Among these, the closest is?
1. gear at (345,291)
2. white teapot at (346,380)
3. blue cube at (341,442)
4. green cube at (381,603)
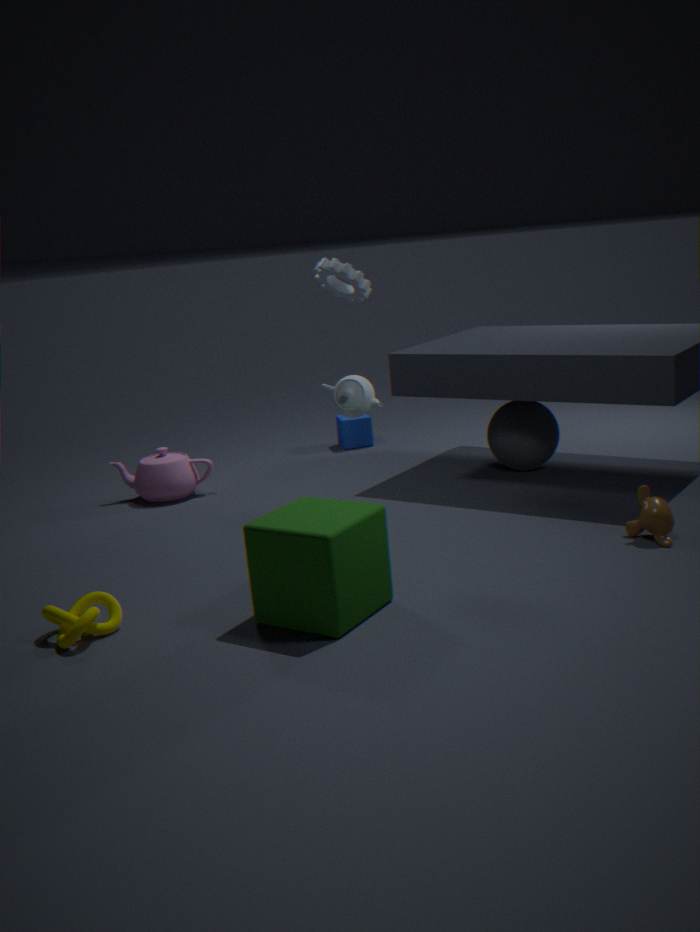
green cube at (381,603)
